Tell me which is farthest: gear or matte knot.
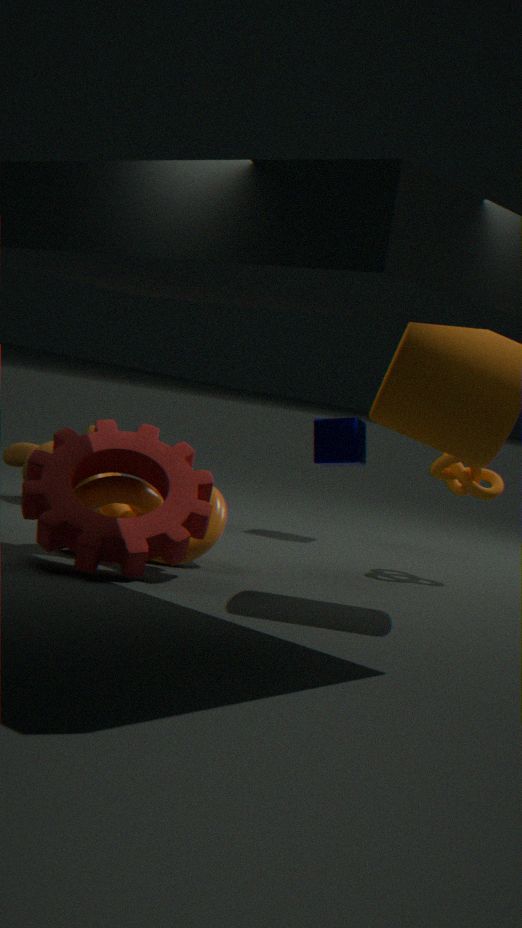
matte knot
